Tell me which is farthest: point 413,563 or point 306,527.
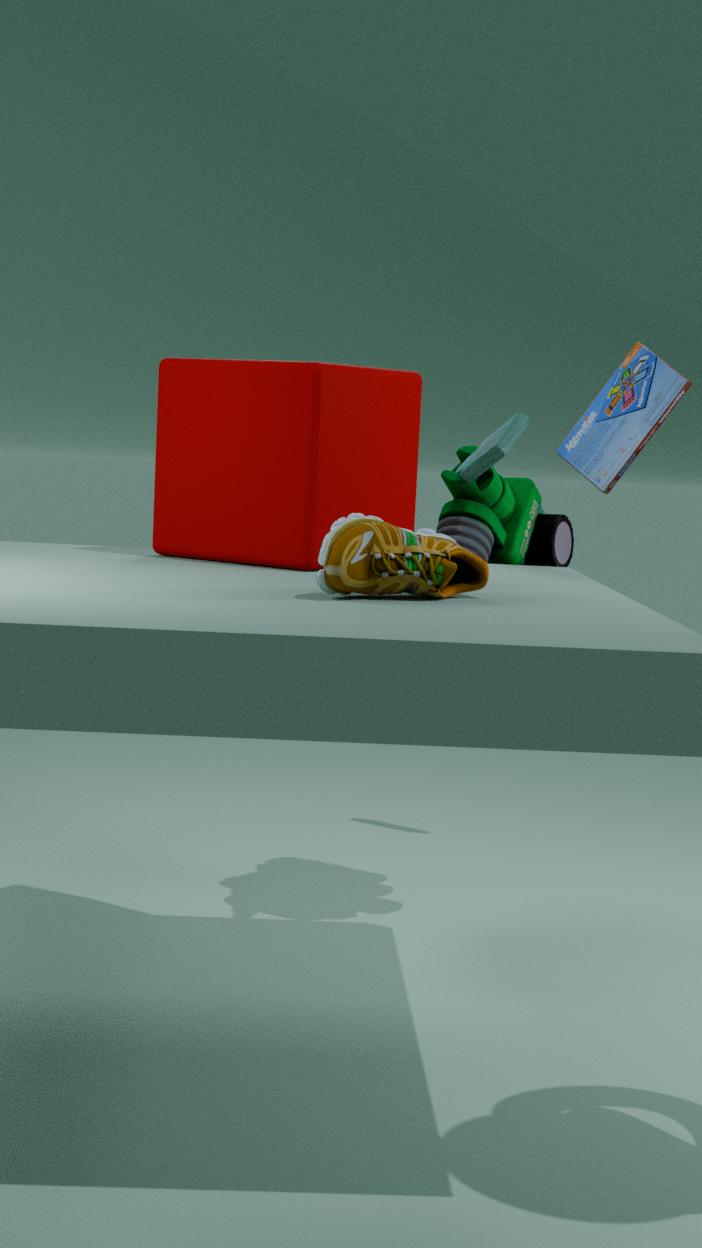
point 306,527
